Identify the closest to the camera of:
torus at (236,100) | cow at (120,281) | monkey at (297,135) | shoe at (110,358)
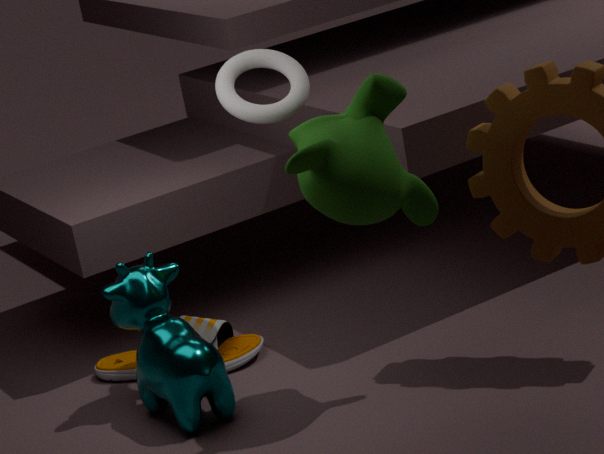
monkey at (297,135)
